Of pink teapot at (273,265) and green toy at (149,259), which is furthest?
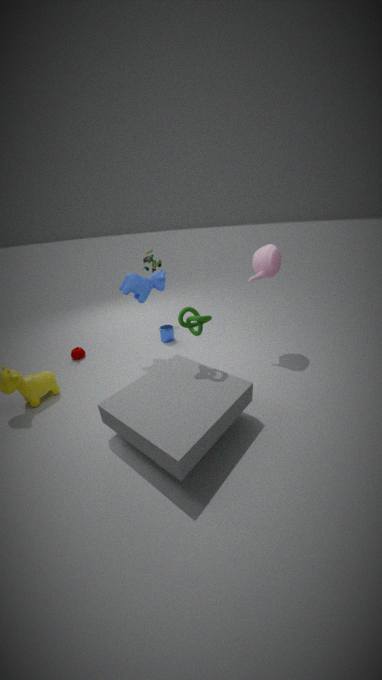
green toy at (149,259)
